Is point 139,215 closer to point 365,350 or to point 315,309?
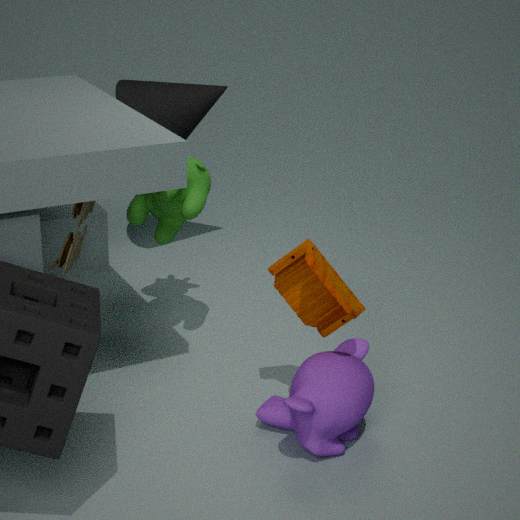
point 315,309
